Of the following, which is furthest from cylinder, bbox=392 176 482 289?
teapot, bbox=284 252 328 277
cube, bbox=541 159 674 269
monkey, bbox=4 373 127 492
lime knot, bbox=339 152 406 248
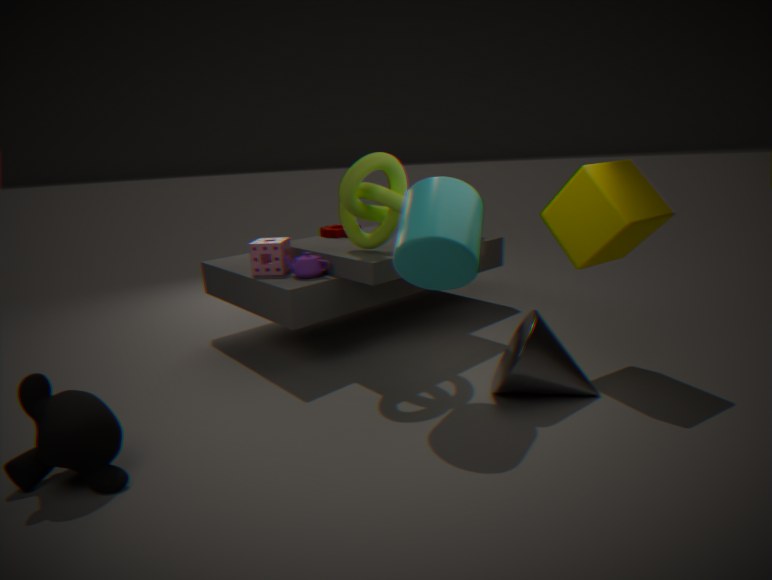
monkey, bbox=4 373 127 492
